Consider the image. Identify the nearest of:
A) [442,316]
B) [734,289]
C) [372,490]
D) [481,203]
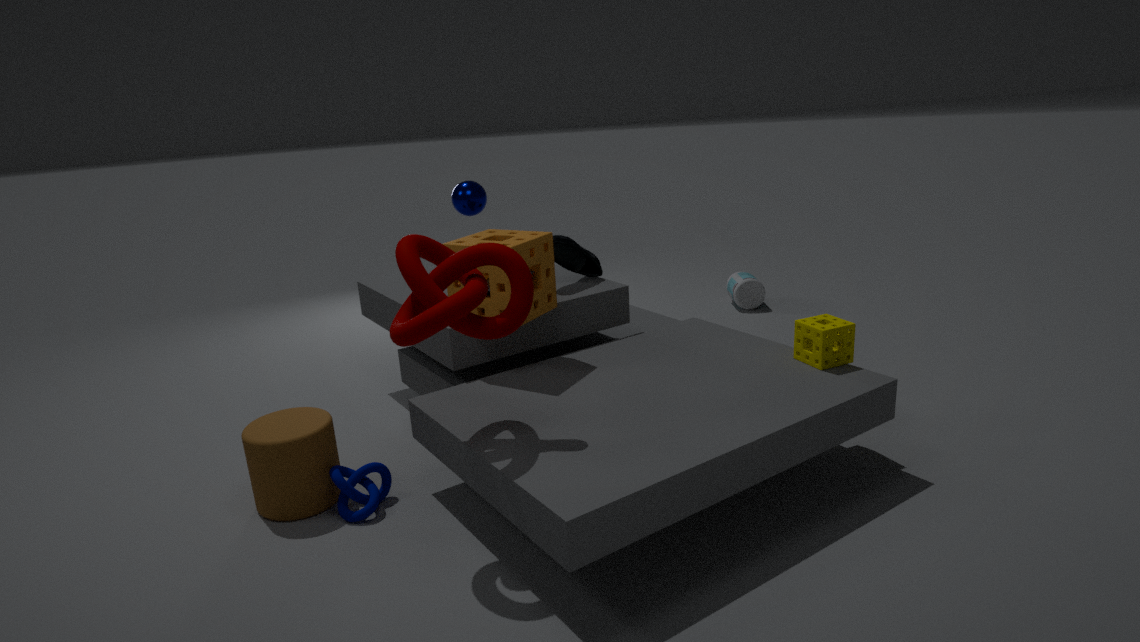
[442,316]
